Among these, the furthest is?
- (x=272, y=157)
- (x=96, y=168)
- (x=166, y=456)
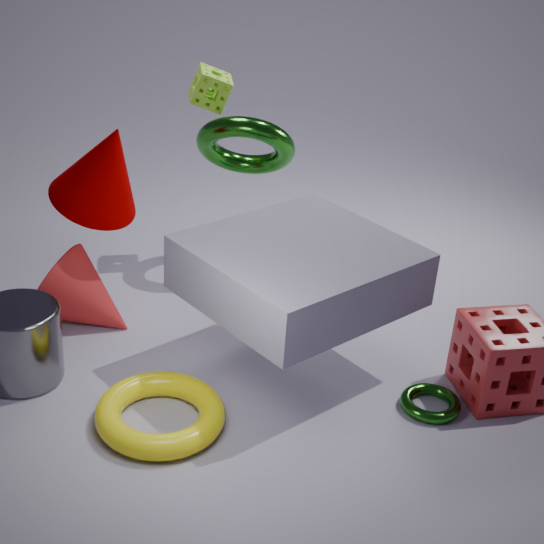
(x=272, y=157)
